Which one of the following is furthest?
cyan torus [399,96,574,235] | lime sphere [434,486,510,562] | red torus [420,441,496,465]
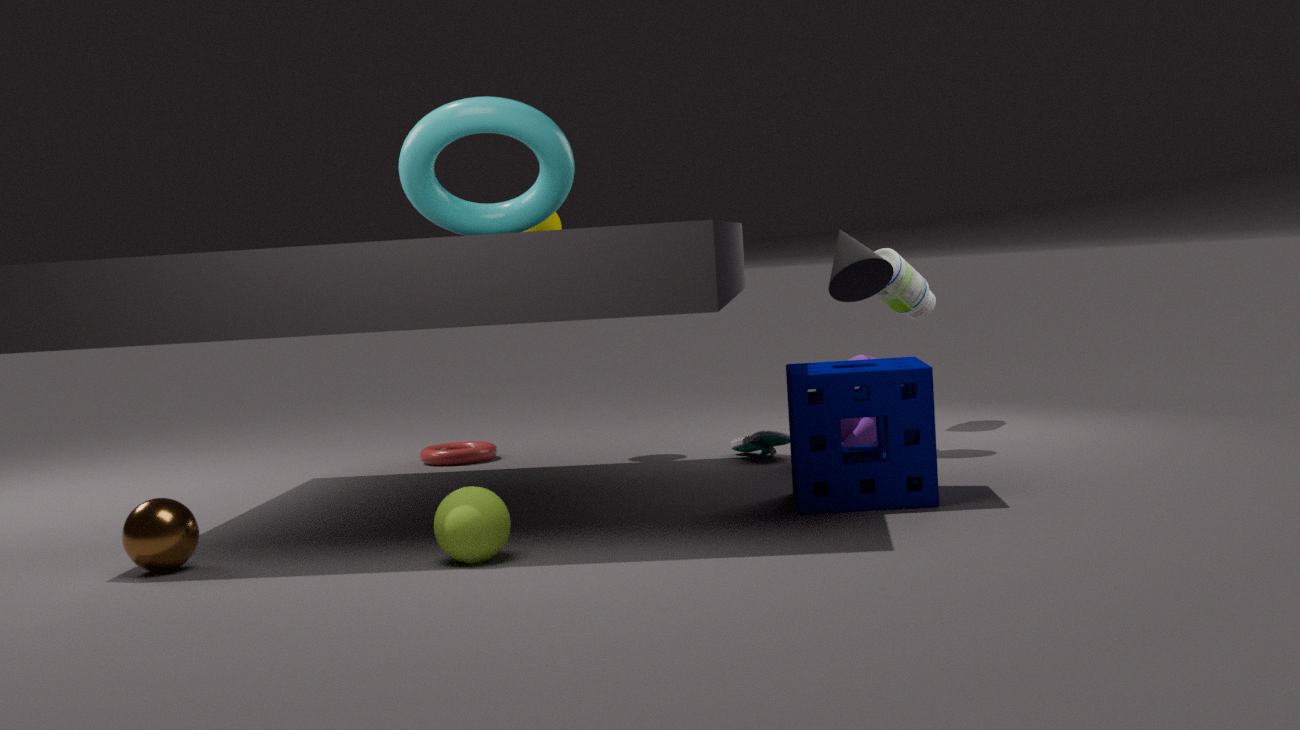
red torus [420,441,496,465]
